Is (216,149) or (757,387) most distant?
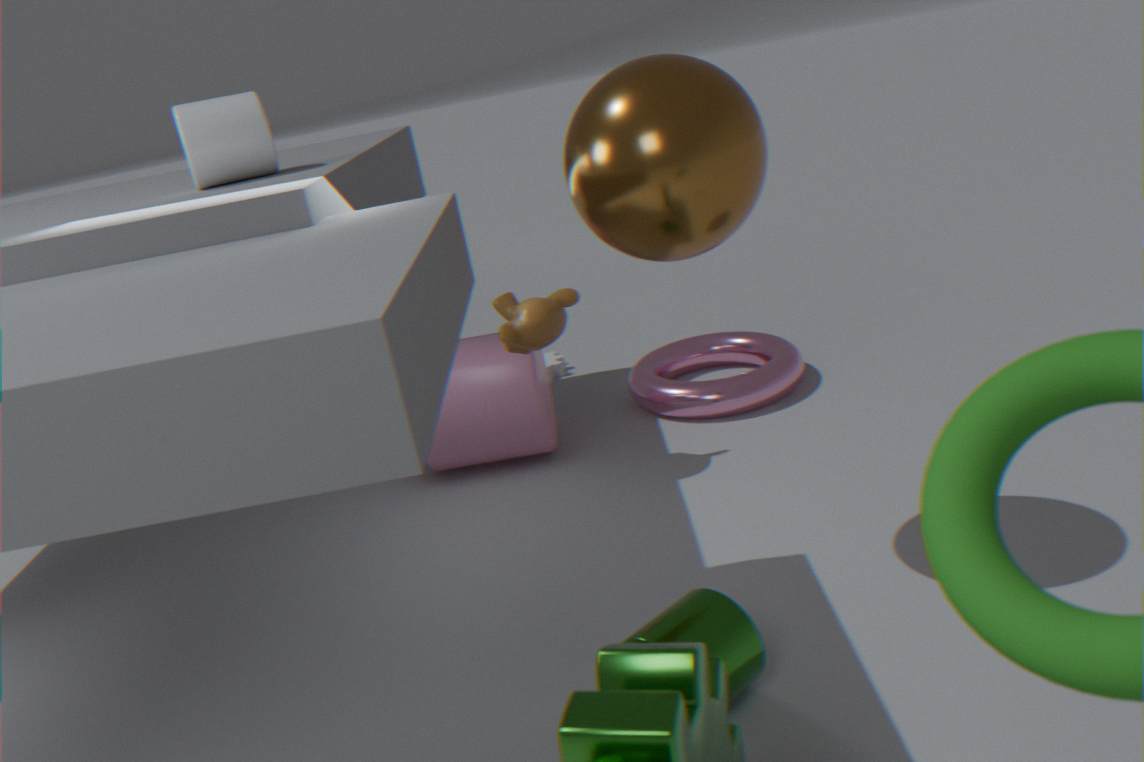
(757,387)
